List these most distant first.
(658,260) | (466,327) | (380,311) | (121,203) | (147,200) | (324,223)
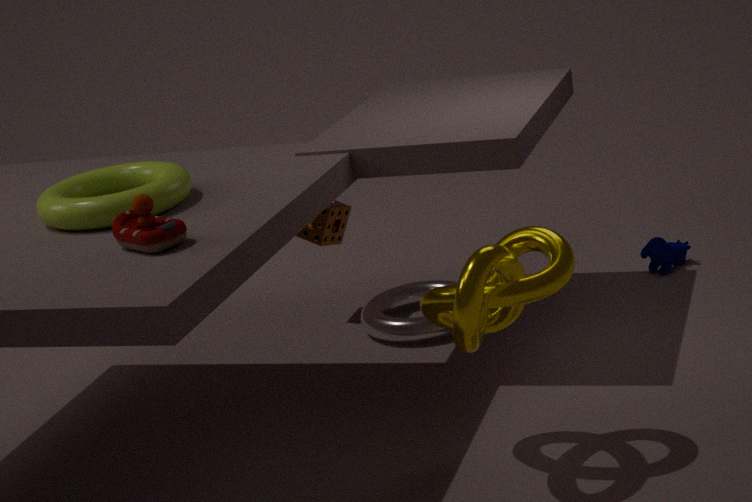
(658,260), (324,223), (380,311), (121,203), (147,200), (466,327)
